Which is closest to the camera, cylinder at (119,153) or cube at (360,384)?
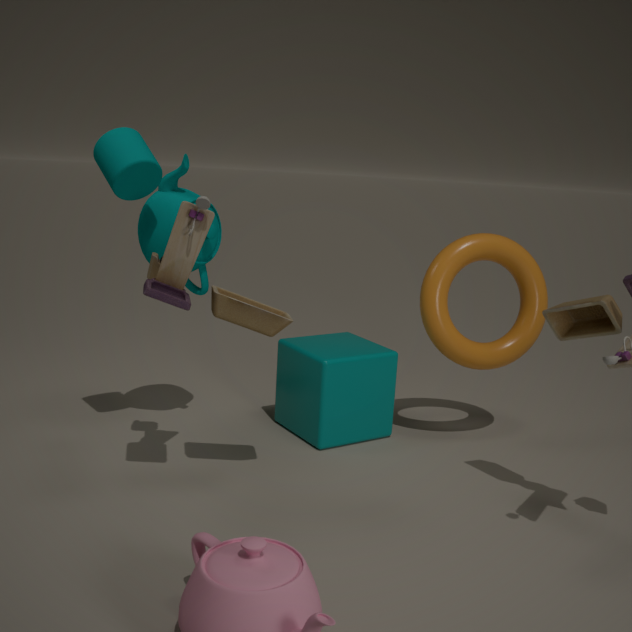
cylinder at (119,153)
